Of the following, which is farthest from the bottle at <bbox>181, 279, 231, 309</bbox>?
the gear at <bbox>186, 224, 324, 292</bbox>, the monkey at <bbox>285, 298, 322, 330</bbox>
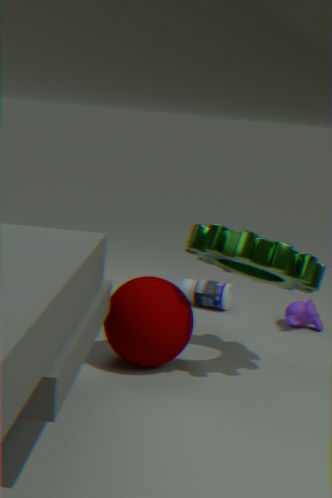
the gear at <bbox>186, 224, 324, 292</bbox>
